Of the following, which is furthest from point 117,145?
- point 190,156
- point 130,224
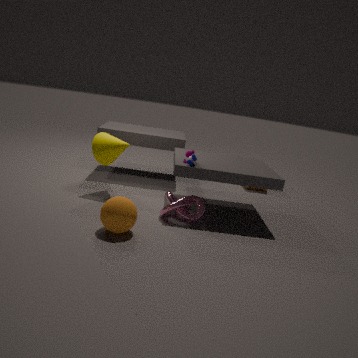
point 130,224
